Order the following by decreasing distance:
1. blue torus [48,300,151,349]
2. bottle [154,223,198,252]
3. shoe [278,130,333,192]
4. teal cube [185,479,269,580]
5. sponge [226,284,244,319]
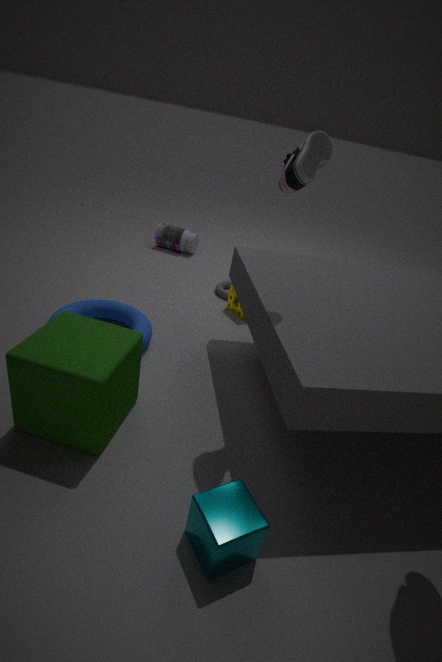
bottle [154,223,198,252] < sponge [226,284,244,319] < blue torus [48,300,151,349] < shoe [278,130,333,192] < teal cube [185,479,269,580]
